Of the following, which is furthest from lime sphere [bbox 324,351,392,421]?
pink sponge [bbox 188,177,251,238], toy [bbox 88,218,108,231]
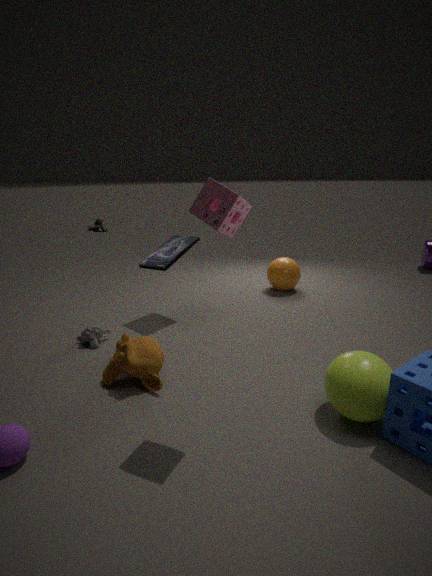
toy [bbox 88,218,108,231]
